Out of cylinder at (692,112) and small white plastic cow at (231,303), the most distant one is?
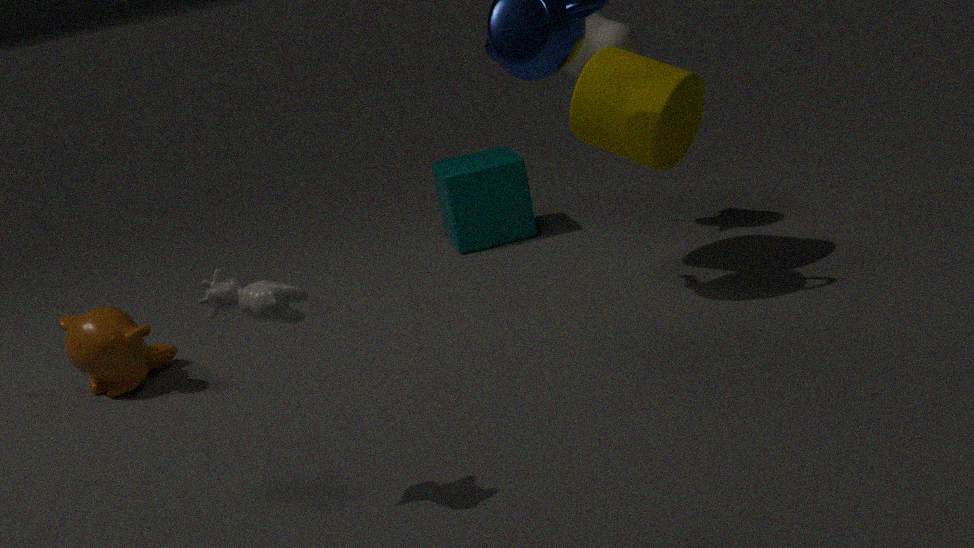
cylinder at (692,112)
